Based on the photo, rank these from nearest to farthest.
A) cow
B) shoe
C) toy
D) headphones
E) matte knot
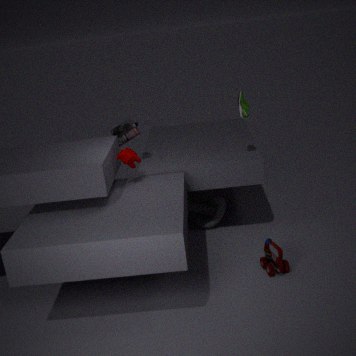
1. C. toy
2. A. cow
3. B. shoe
4. D. headphones
5. E. matte knot
